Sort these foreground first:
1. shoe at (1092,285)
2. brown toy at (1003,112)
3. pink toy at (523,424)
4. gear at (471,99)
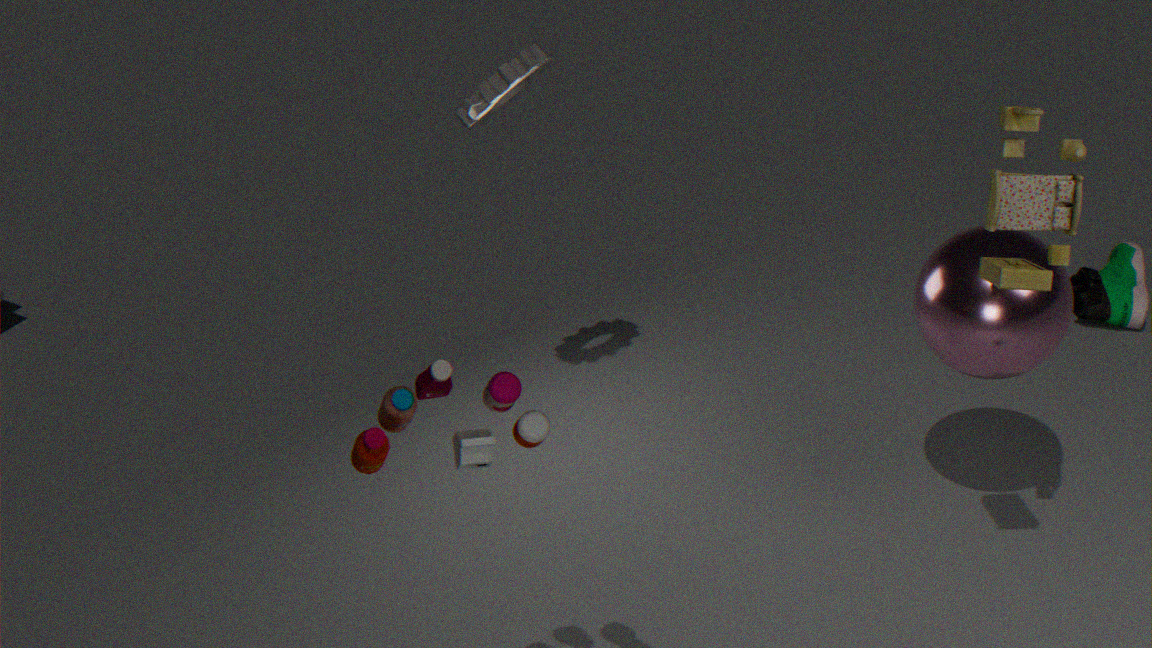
1. pink toy at (523,424)
2. brown toy at (1003,112)
3. gear at (471,99)
4. shoe at (1092,285)
